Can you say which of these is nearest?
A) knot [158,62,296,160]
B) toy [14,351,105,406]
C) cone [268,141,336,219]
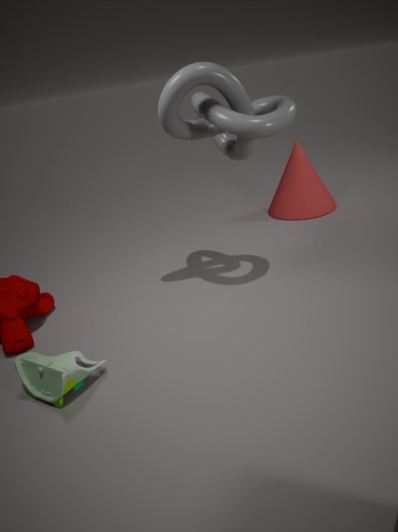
toy [14,351,105,406]
